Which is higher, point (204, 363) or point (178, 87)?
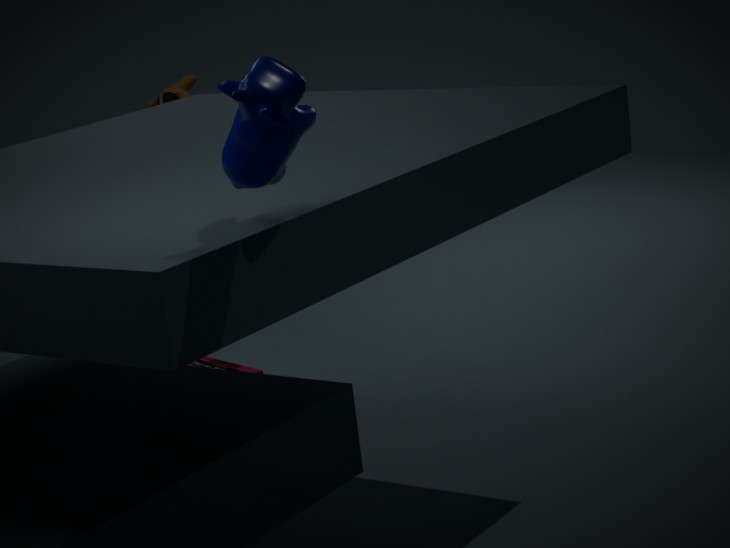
point (178, 87)
